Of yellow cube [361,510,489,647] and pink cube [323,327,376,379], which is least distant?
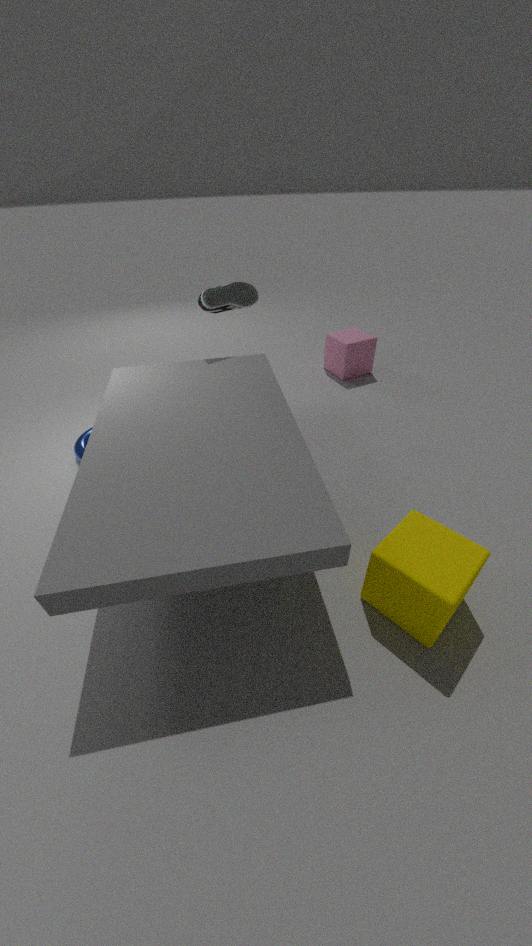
yellow cube [361,510,489,647]
